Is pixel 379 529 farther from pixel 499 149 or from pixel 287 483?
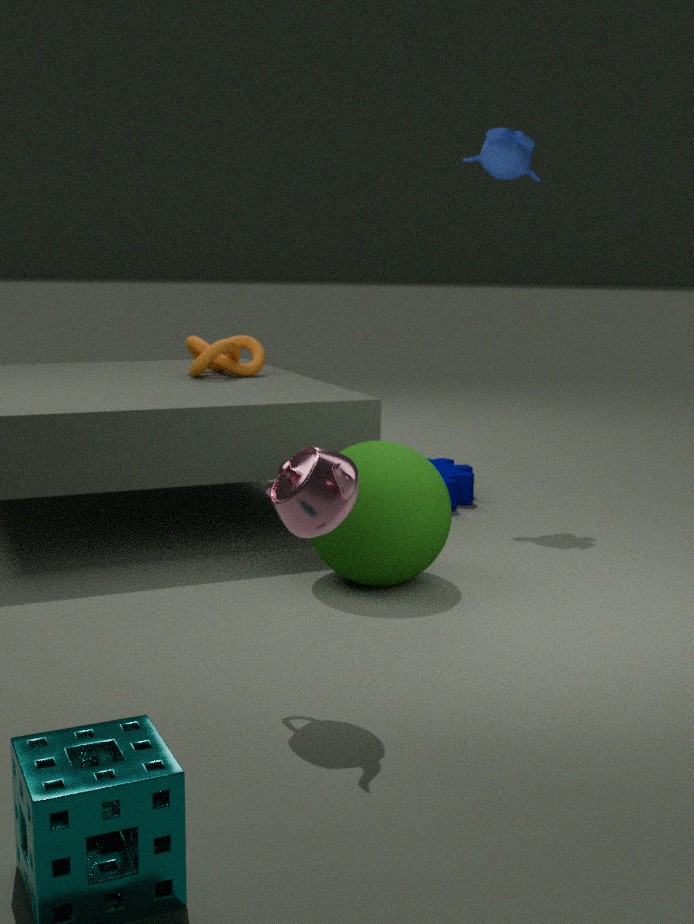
pixel 499 149
